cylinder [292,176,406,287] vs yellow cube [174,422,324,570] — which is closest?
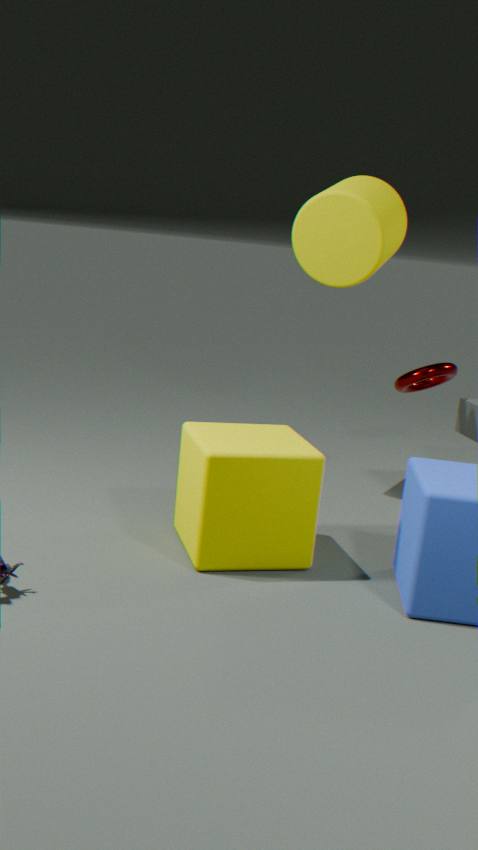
yellow cube [174,422,324,570]
